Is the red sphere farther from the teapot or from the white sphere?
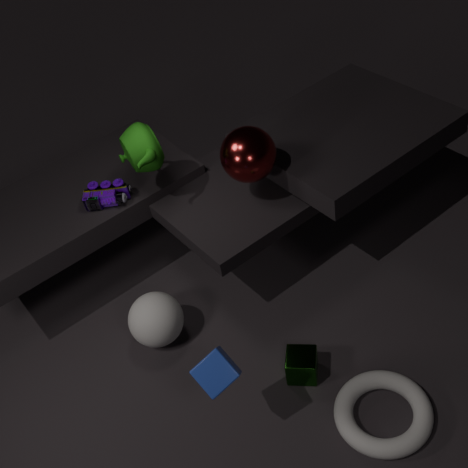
the white sphere
